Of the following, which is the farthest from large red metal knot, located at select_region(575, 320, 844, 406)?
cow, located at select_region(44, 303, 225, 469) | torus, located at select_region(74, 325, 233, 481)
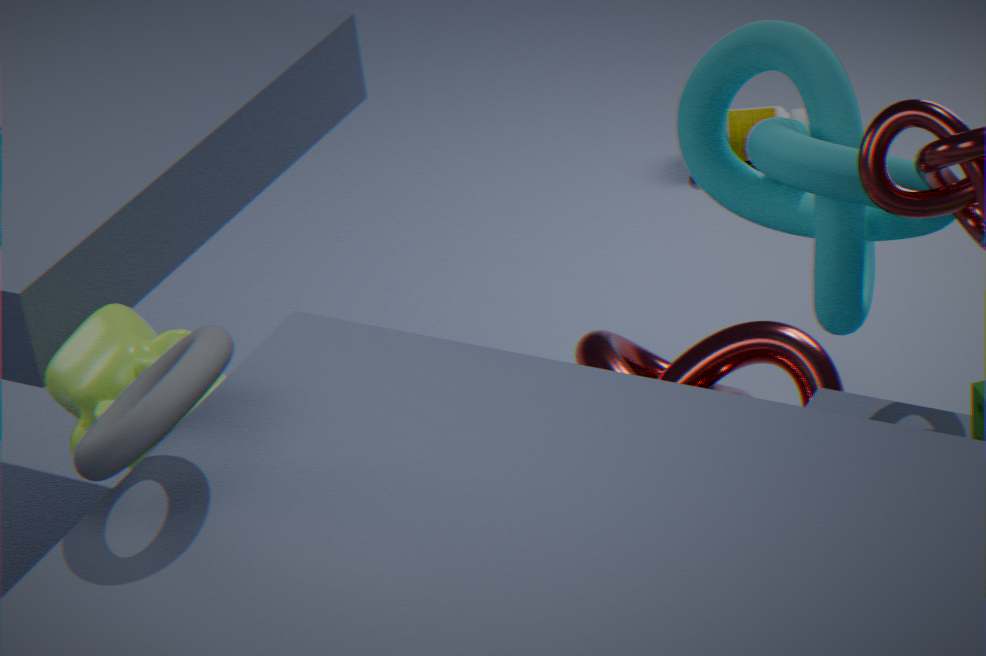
torus, located at select_region(74, 325, 233, 481)
